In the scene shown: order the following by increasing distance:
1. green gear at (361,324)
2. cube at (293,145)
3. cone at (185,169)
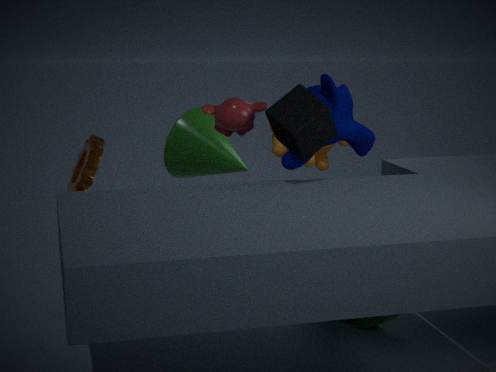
1. cube at (293,145)
2. green gear at (361,324)
3. cone at (185,169)
